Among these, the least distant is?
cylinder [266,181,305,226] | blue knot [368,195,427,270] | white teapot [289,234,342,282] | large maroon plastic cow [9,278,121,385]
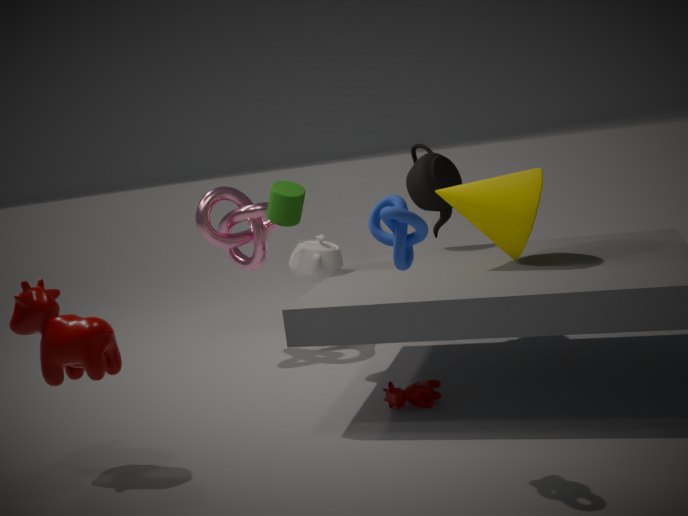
blue knot [368,195,427,270]
